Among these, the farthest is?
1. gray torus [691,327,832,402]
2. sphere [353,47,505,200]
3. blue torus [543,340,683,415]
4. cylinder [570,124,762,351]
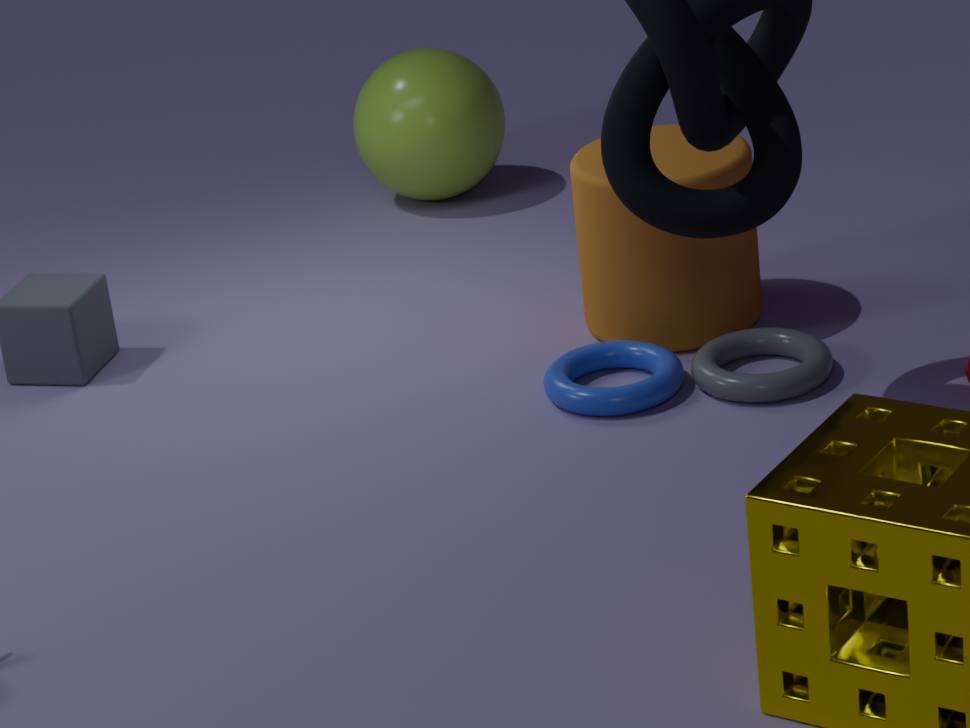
sphere [353,47,505,200]
